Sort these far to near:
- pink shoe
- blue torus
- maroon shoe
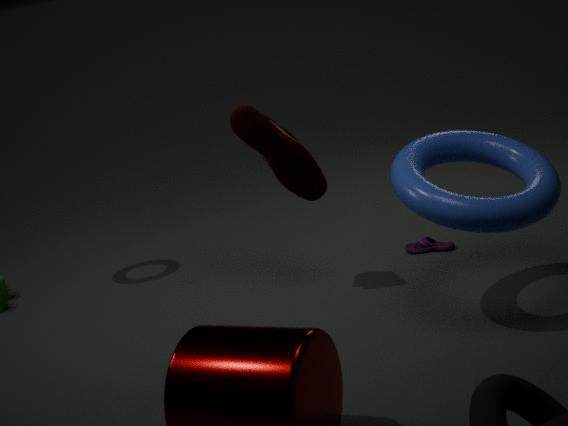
pink shoe, maroon shoe, blue torus
